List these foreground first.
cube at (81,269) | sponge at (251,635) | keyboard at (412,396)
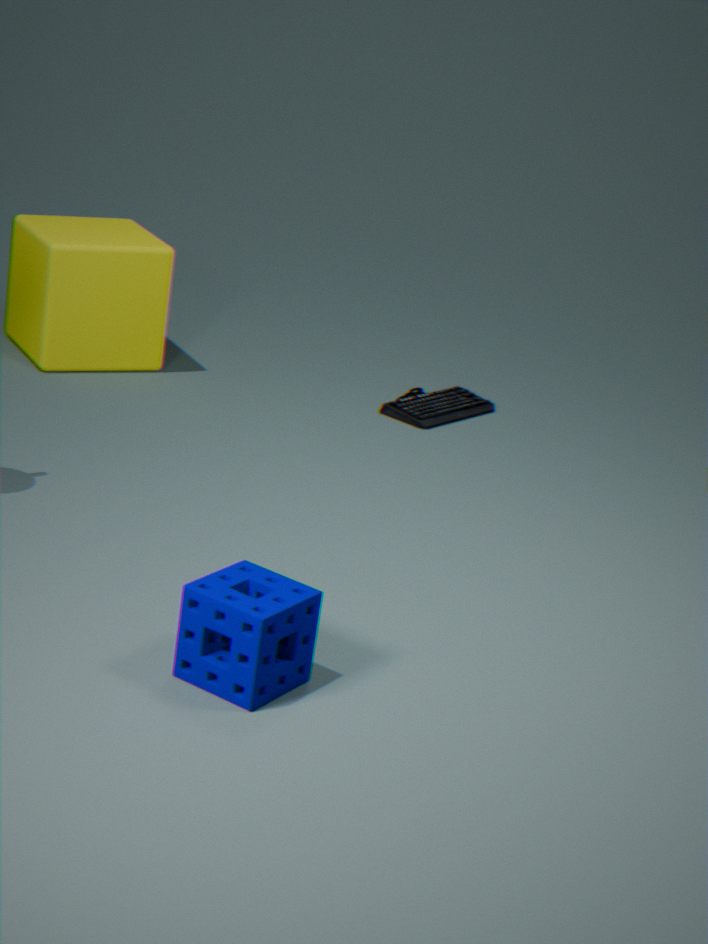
sponge at (251,635) → cube at (81,269) → keyboard at (412,396)
